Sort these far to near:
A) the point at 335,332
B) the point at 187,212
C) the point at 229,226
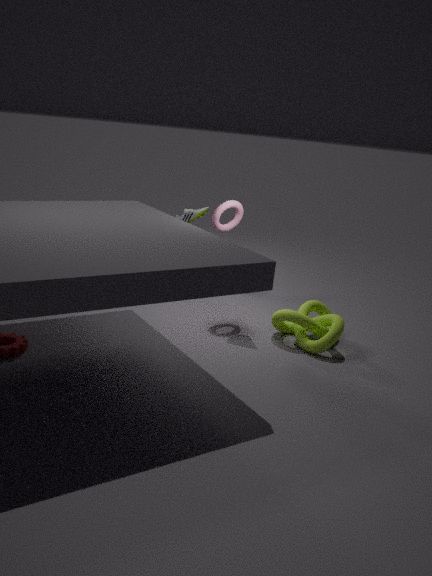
the point at 187,212, the point at 229,226, the point at 335,332
